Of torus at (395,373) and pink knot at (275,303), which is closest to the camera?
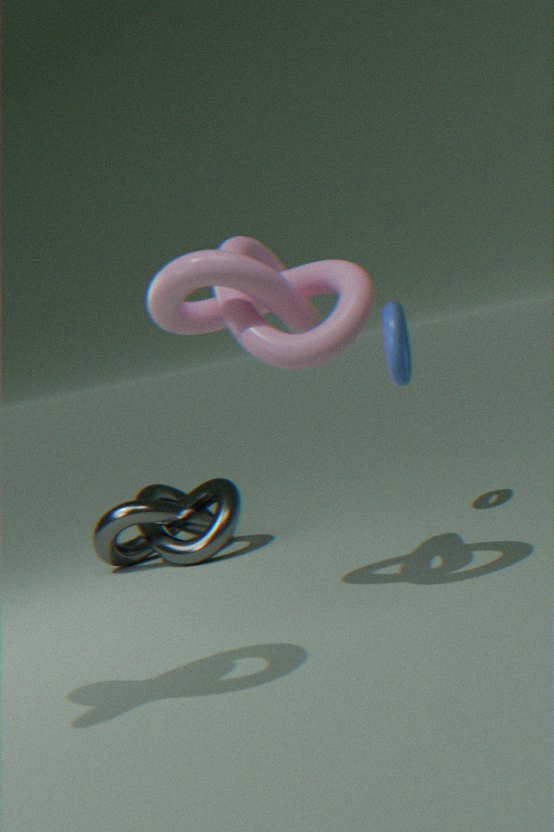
pink knot at (275,303)
